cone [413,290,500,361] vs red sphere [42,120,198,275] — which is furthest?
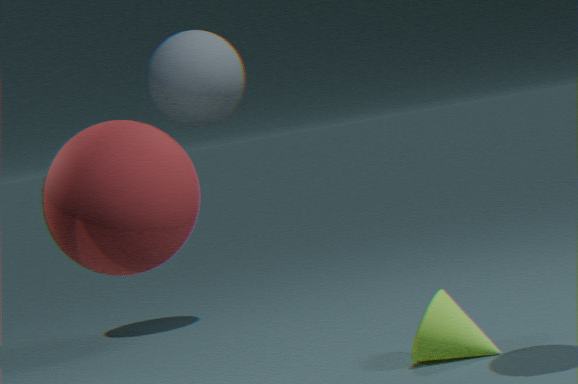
cone [413,290,500,361]
